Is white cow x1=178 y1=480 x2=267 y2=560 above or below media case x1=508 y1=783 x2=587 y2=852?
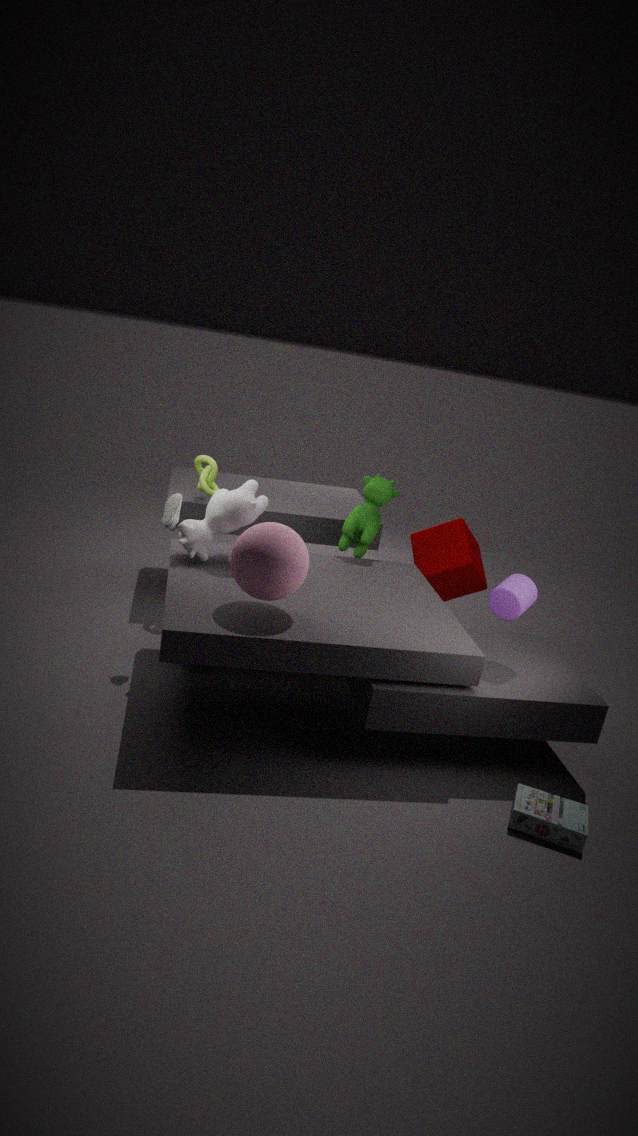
above
